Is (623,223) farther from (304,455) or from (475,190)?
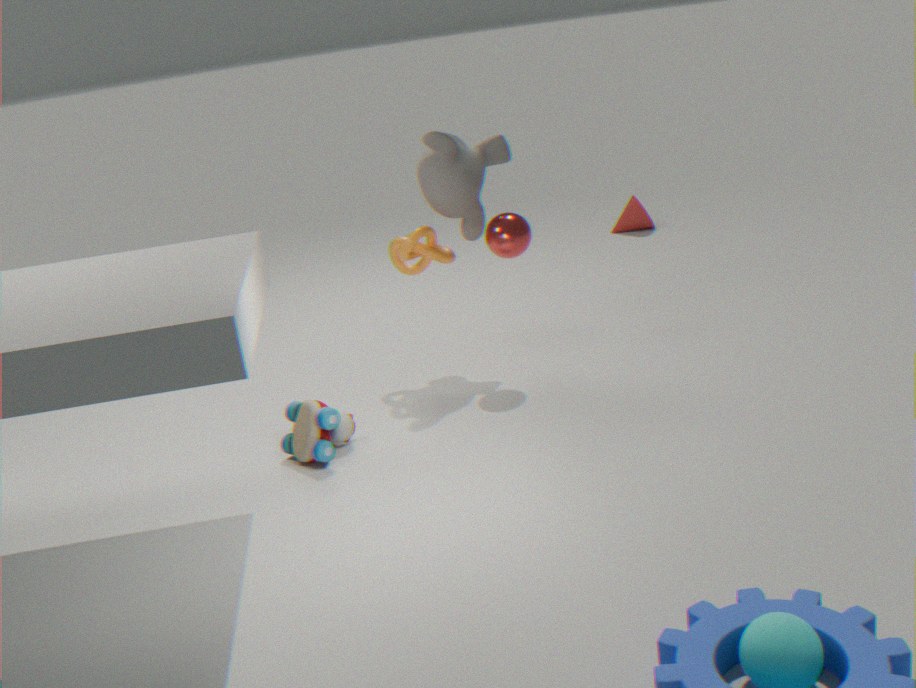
Answer: (304,455)
